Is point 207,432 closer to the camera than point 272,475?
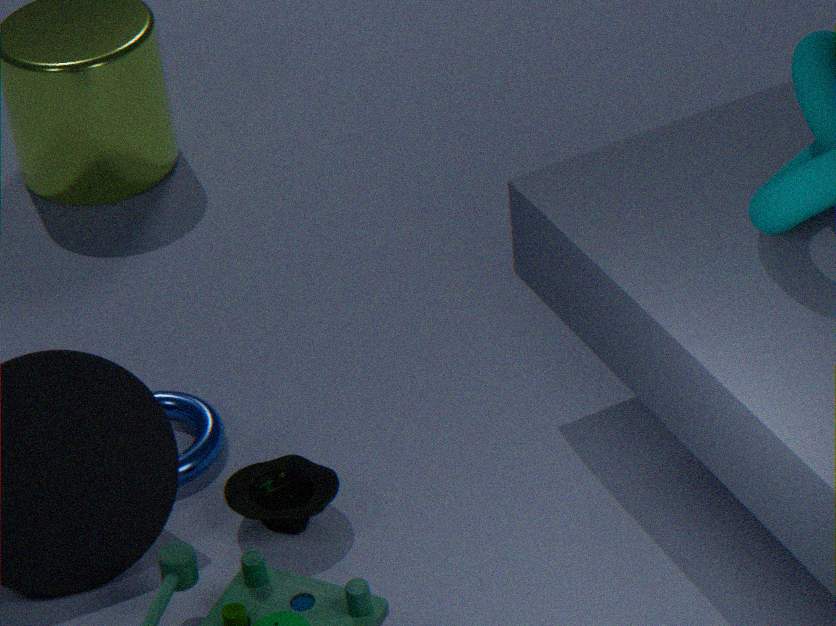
No
